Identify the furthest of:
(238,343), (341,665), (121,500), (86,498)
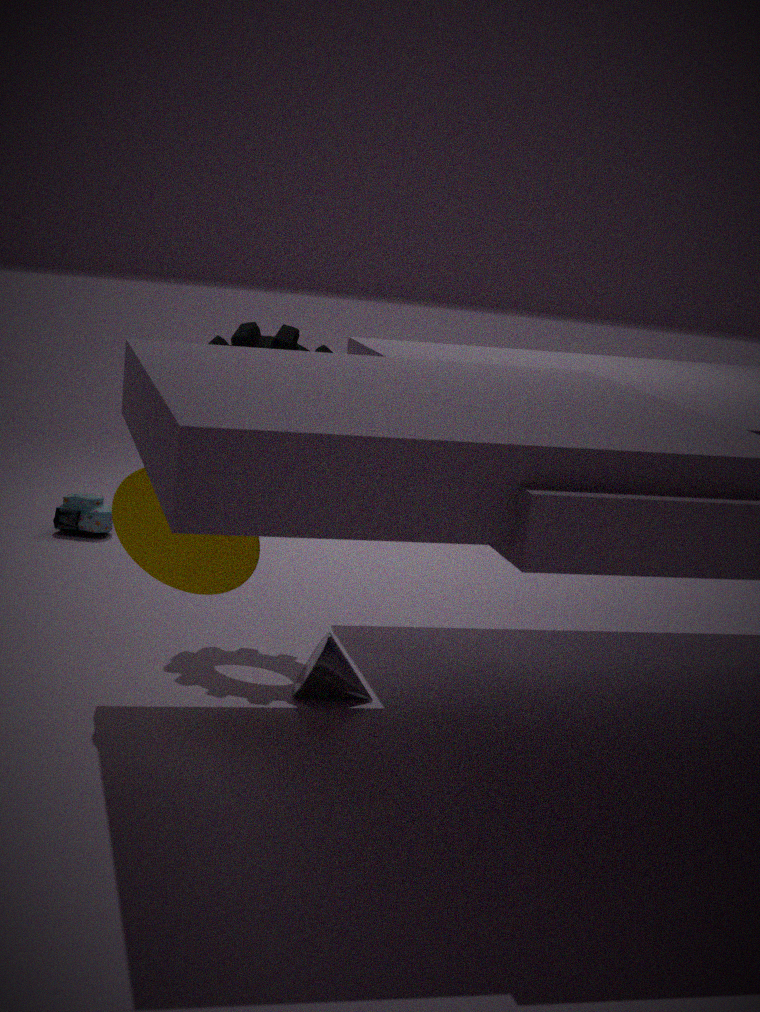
(86,498)
